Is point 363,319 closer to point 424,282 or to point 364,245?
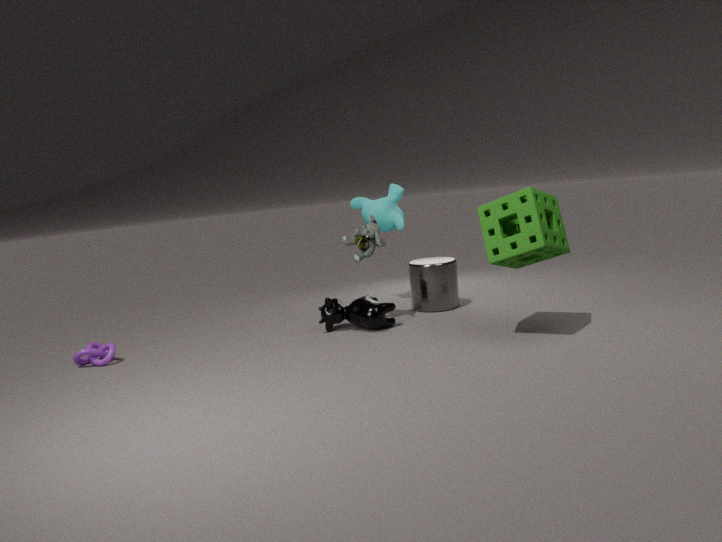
point 364,245
